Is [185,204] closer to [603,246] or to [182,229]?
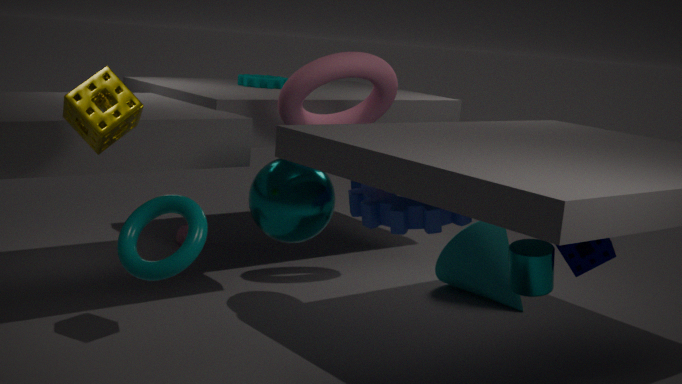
[603,246]
